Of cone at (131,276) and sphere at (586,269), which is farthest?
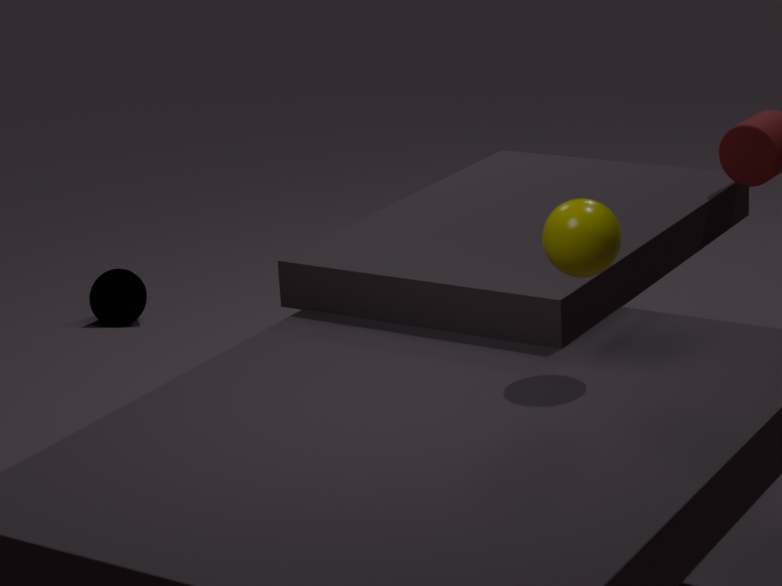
cone at (131,276)
